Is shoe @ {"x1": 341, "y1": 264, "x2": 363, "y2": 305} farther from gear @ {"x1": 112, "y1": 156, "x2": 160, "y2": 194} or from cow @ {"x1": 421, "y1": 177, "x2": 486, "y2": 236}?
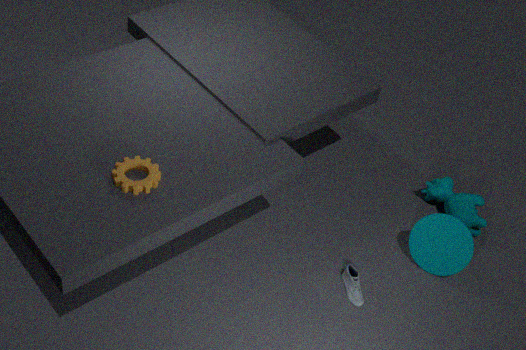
gear @ {"x1": 112, "y1": 156, "x2": 160, "y2": 194}
